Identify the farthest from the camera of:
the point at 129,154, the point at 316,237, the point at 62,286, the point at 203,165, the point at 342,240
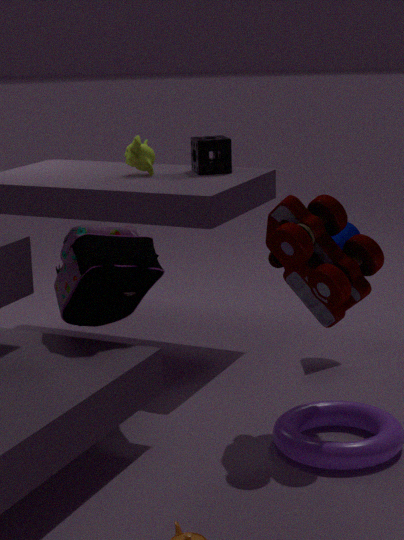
the point at 129,154
